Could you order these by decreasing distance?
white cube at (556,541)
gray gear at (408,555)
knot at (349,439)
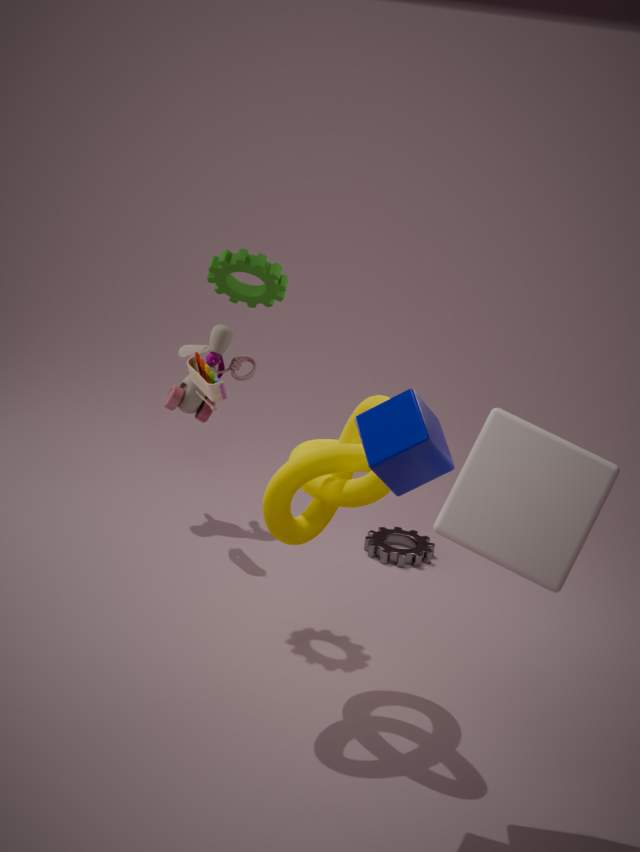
gray gear at (408,555)
knot at (349,439)
white cube at (556,541)
